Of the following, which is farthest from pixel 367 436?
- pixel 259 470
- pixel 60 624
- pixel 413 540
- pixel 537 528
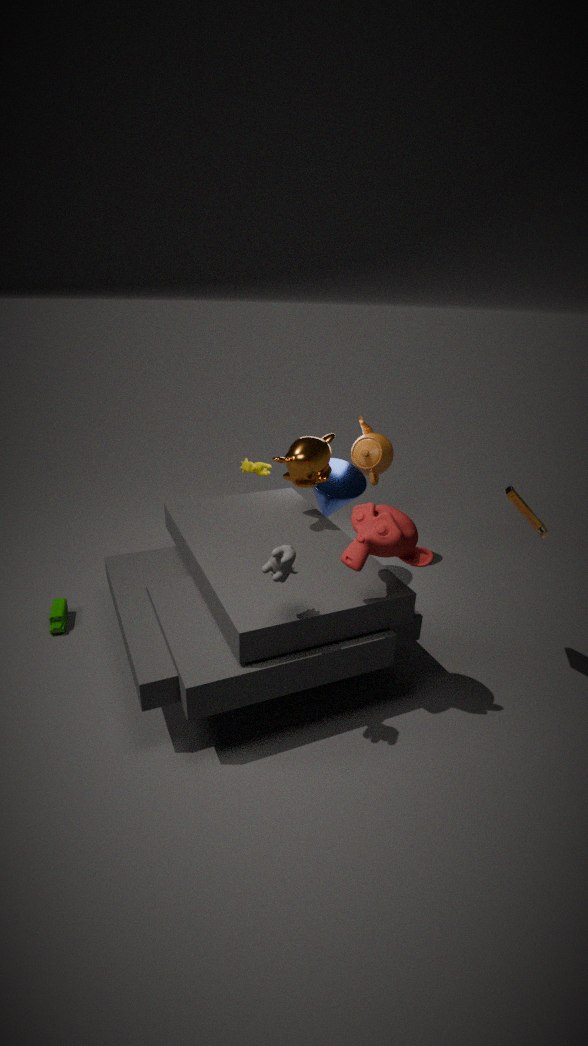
pixel 60 624
